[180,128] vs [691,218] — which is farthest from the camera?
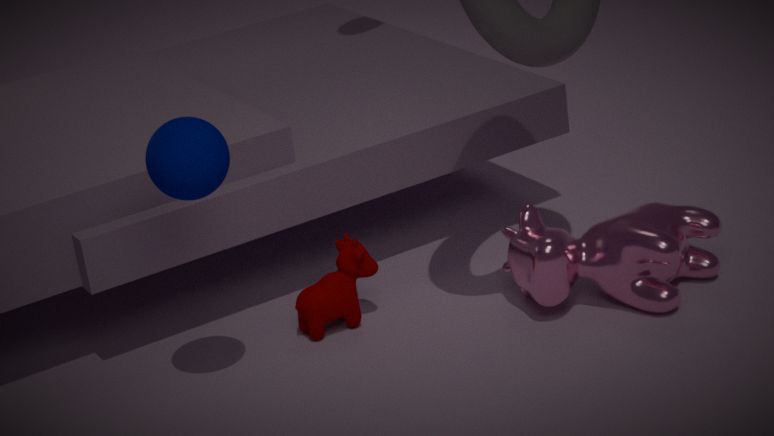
[691,218]
